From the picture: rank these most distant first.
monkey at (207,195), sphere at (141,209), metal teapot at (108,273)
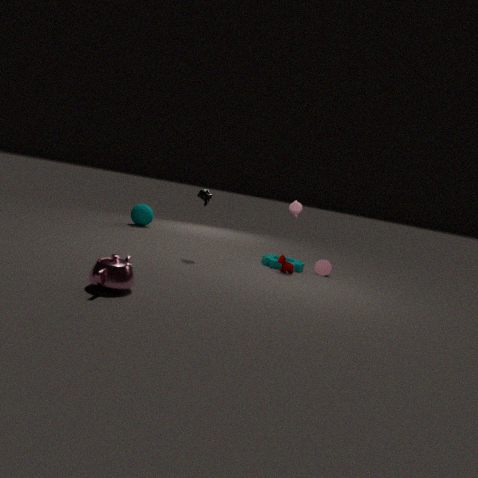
1. sphere at (141,209)
2. monkey at (207,195)
3. metal teapot at (108,273)
